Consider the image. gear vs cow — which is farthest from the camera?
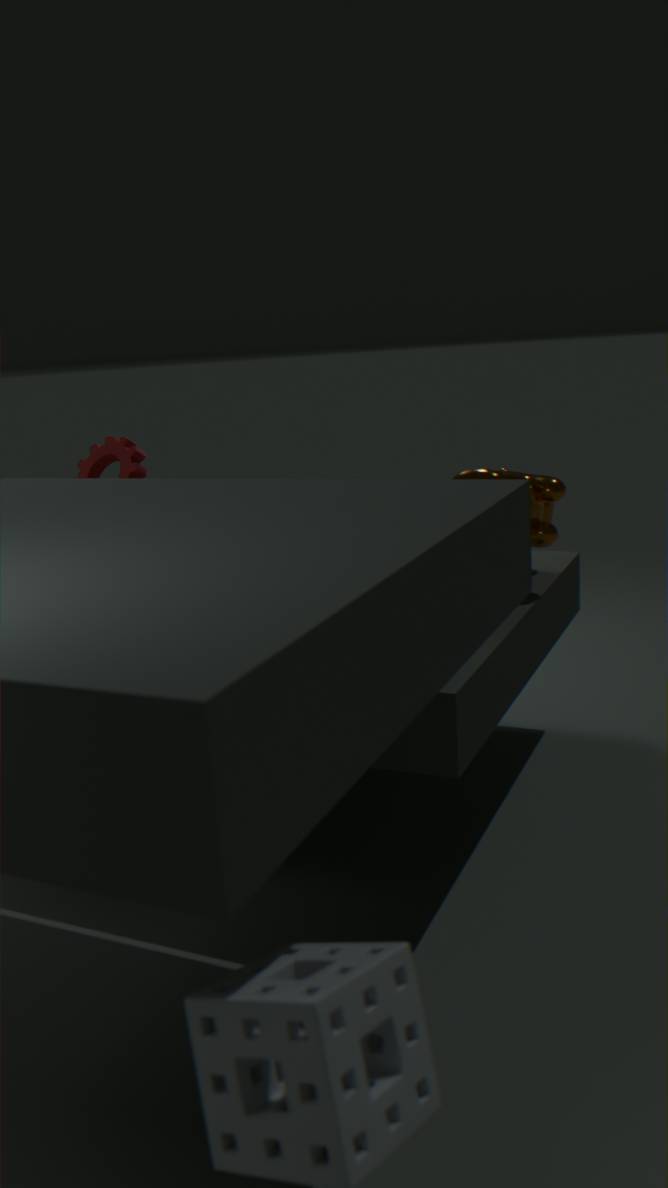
gear
